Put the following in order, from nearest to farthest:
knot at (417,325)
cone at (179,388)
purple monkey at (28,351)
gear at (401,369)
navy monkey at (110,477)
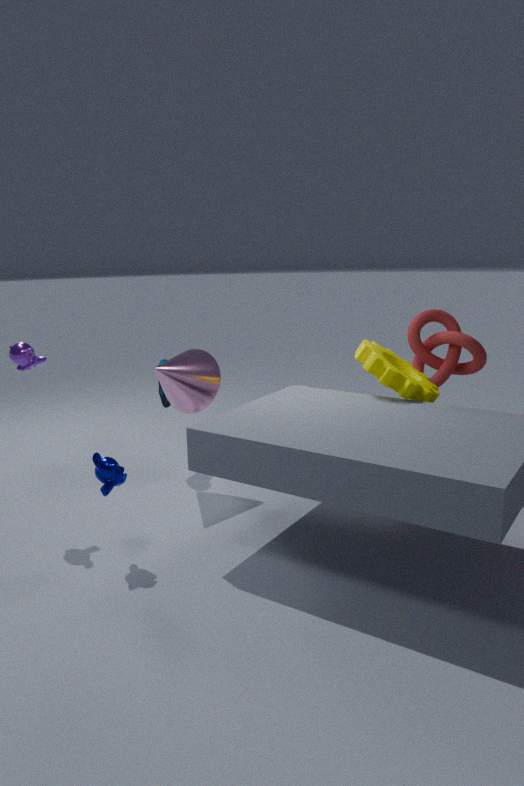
navy monkey at (110,477) → purple monkey at (28,351) → gear at (401,369) → cone at (179,388) → knot at (417,325)
